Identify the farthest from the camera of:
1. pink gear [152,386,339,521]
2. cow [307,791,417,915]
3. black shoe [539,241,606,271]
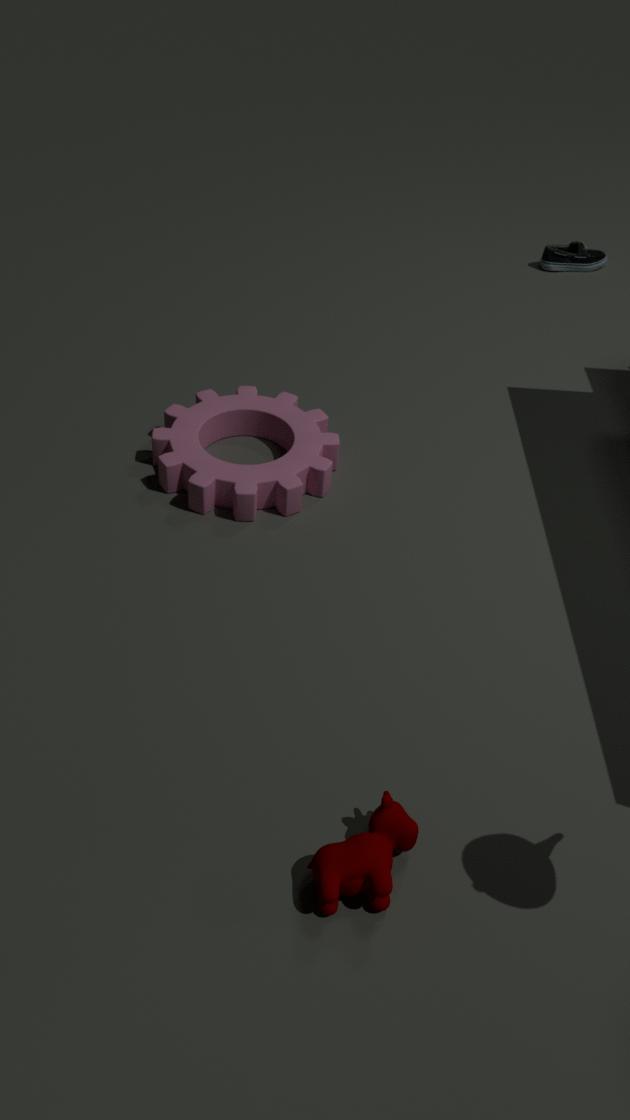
black shoe [539,241,606,271]
